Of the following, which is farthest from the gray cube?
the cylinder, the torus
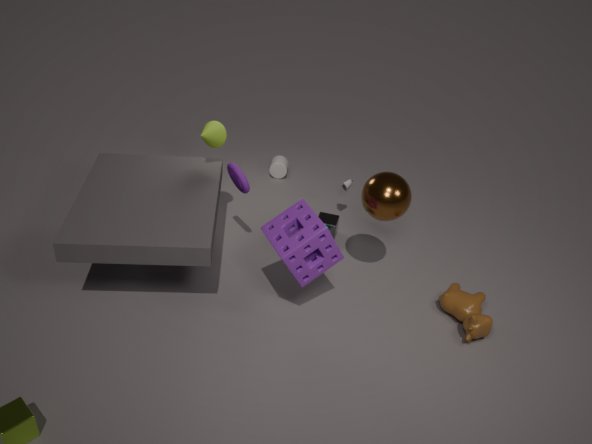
the cylinder
